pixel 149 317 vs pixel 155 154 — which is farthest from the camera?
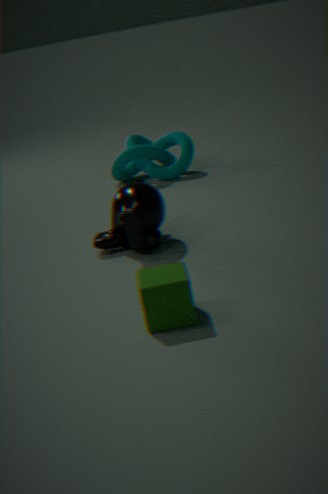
pixel 155 154
